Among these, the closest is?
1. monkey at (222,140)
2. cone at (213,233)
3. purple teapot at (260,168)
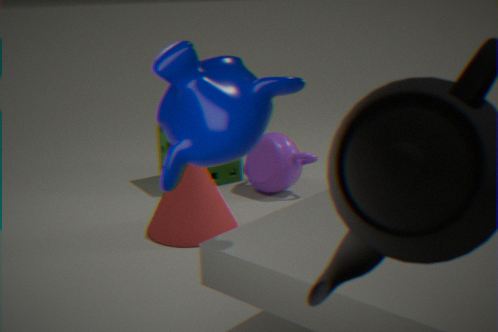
monkey at (222,140)
